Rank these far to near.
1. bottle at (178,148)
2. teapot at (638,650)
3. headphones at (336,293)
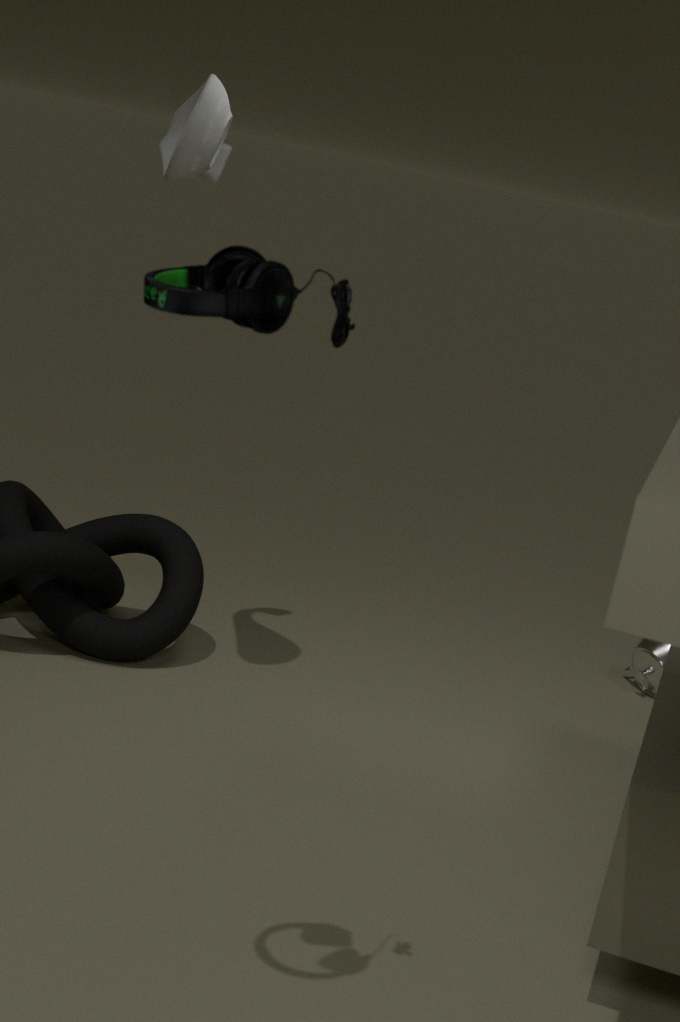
teapot at (638,650) < bottle at (178,148) < headphones at (336,293)
